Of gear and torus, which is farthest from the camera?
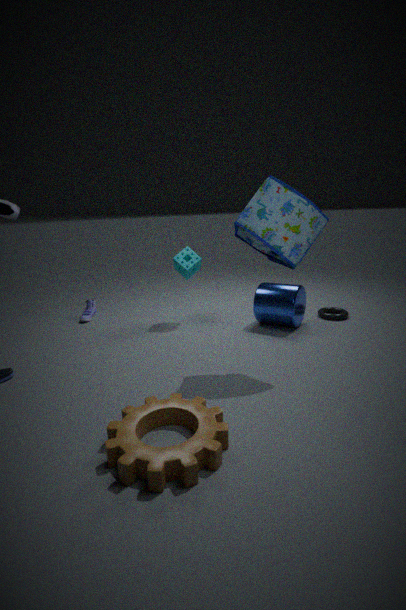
torus
